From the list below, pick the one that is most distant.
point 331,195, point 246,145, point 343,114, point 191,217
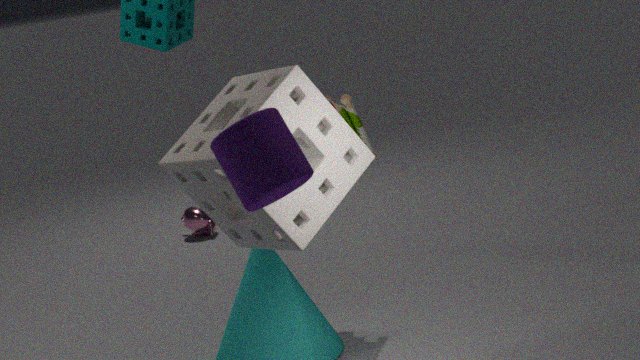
point 191,217
